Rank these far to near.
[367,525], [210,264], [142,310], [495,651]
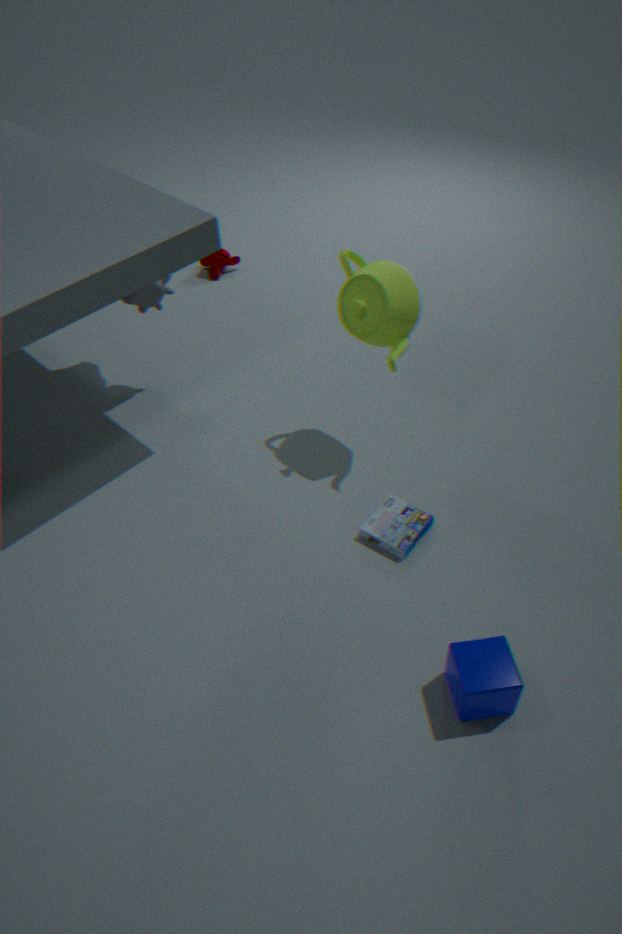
[210,264] < [142,310] < [367,525] < [495,651]
